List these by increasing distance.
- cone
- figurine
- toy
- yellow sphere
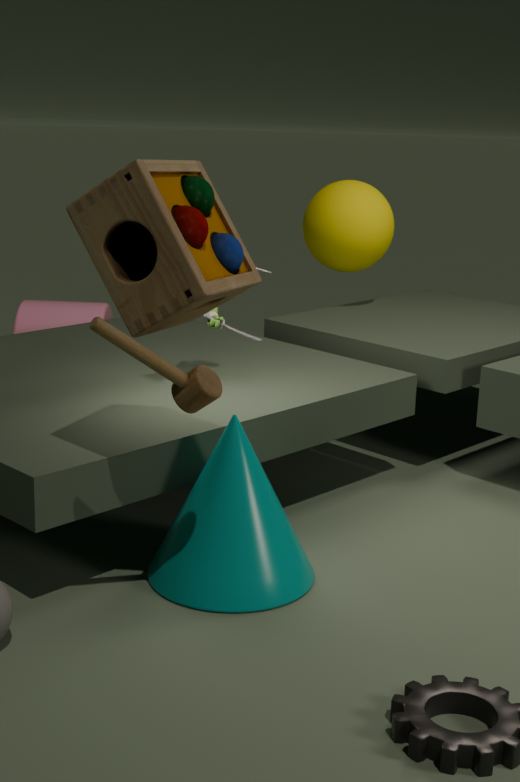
toy → cone → figurine → yellow sphere
